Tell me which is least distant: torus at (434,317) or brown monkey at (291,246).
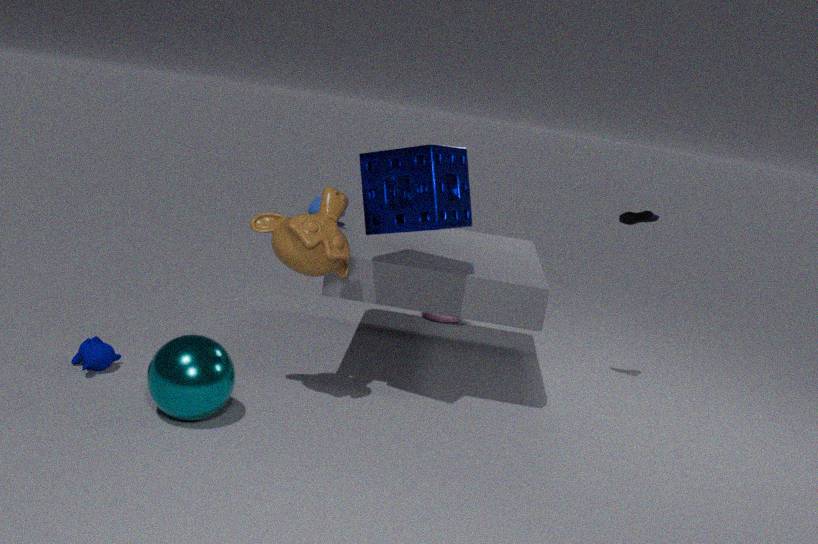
brown monkey at (291,246)
